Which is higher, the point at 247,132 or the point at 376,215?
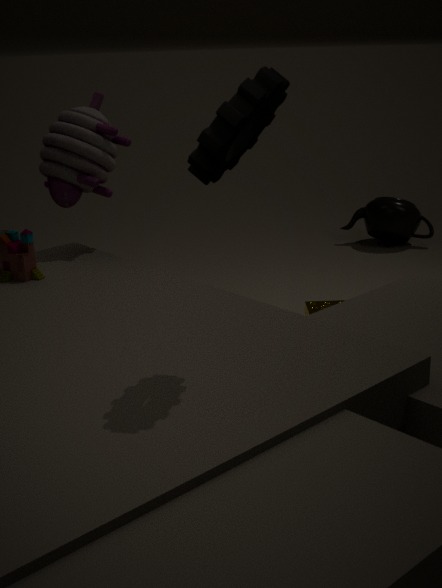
the point at 247,132
